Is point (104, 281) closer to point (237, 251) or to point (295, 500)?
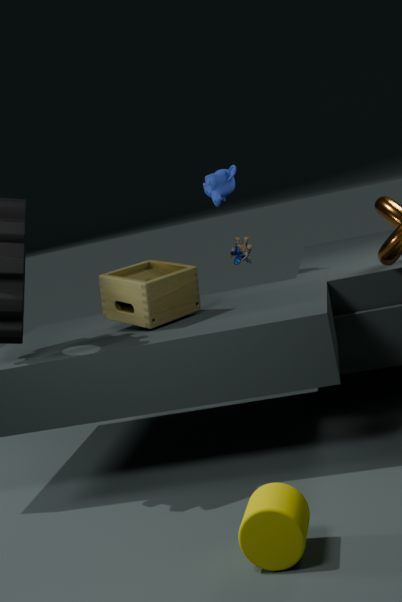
point (237, 251)
